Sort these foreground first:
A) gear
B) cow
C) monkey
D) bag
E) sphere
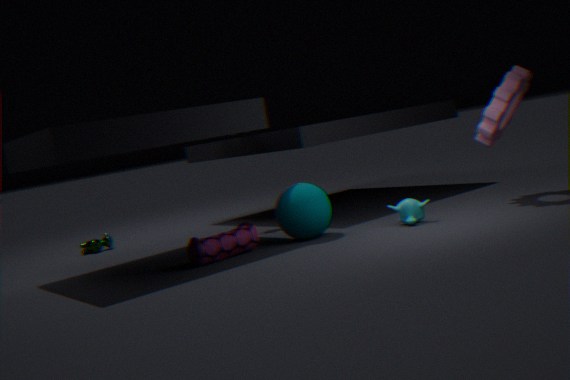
bag, monkey, sphere, gear, cow
